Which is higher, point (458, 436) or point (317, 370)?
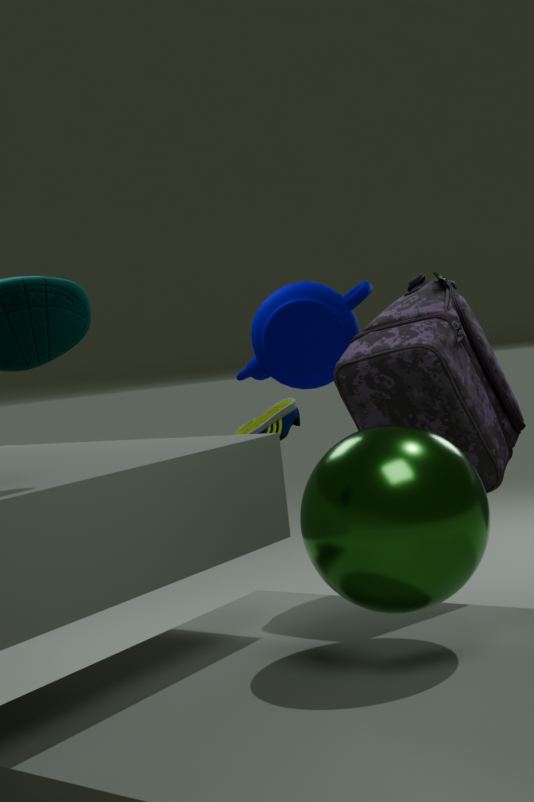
point (317, 370)
